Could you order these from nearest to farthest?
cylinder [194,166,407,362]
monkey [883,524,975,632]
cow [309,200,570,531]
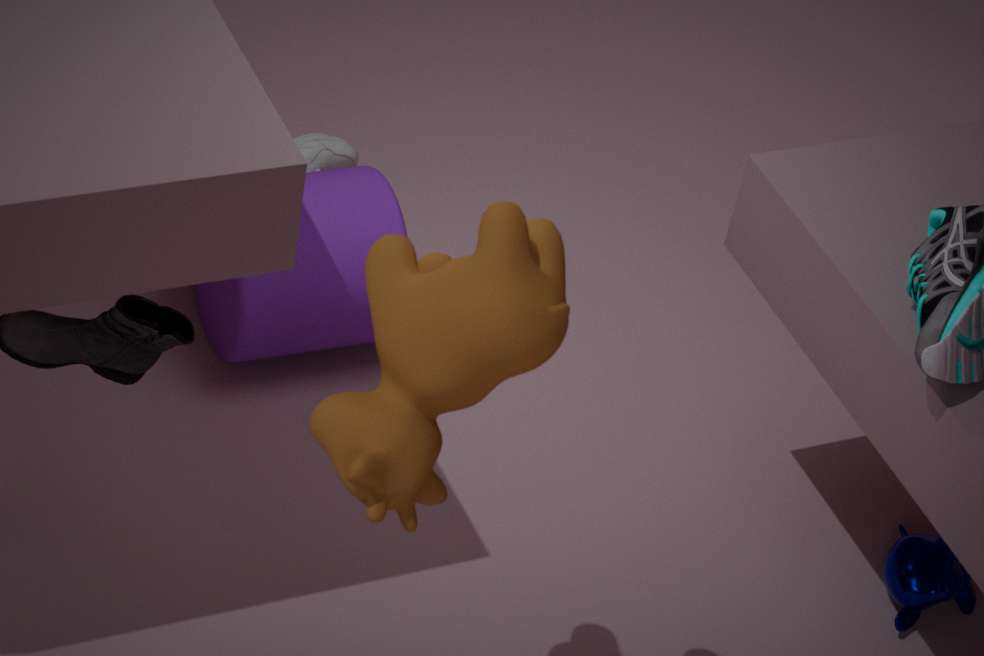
1. cow [309,200,570,531]
2. monkey [883,524,975,632]
3. cylinder [194,166,407,362]
